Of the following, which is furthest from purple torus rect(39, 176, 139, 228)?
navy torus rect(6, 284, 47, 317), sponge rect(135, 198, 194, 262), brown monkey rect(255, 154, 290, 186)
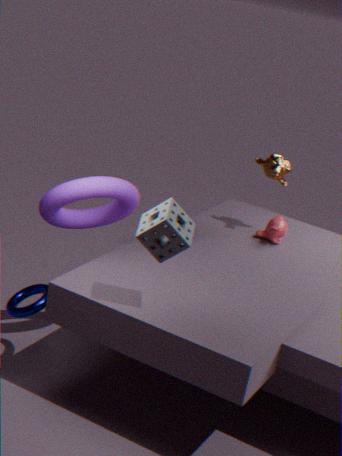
brown monkey rect(255, 154, 290, 186)
